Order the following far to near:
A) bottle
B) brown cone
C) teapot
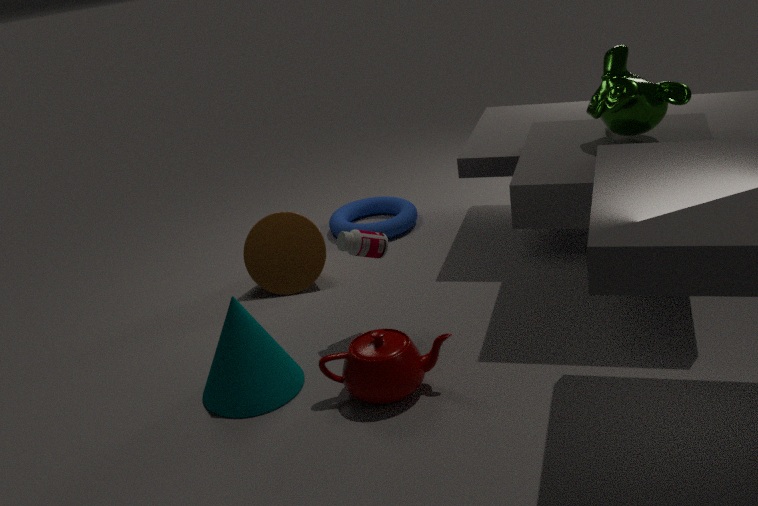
brown cone, bottle, teapot
